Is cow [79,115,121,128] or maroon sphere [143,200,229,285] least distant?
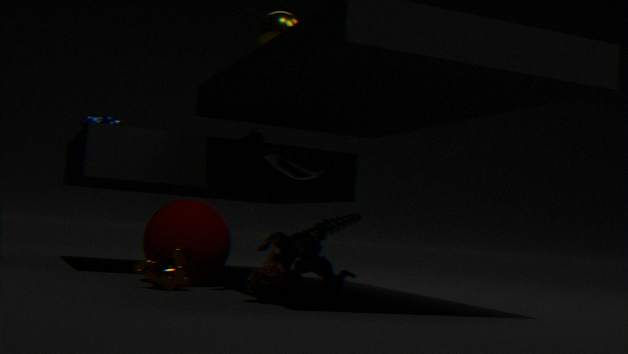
maroon sphere [143,200,229,285]
